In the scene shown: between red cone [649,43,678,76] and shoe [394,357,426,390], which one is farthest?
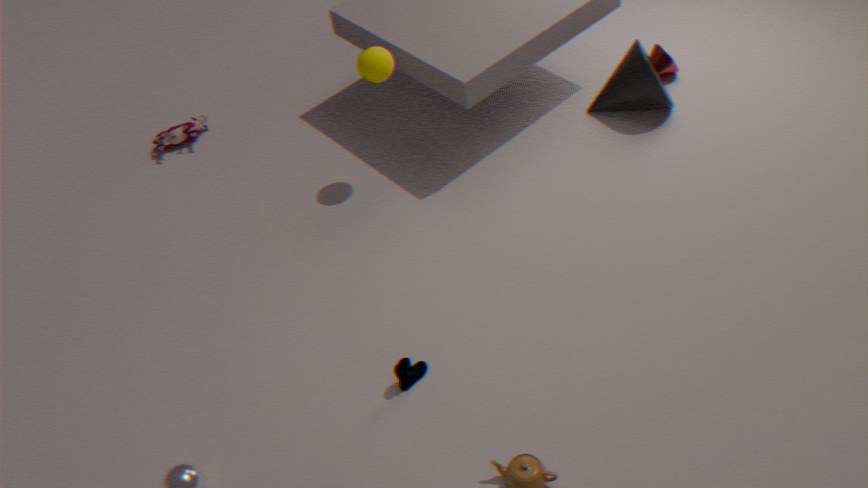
red cone [649,43,678,76]
